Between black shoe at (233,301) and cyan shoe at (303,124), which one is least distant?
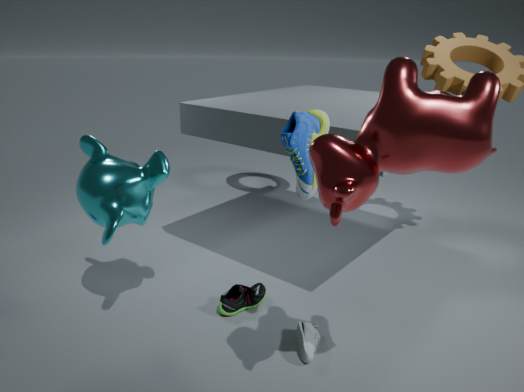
cyan shoe at (303,124)
